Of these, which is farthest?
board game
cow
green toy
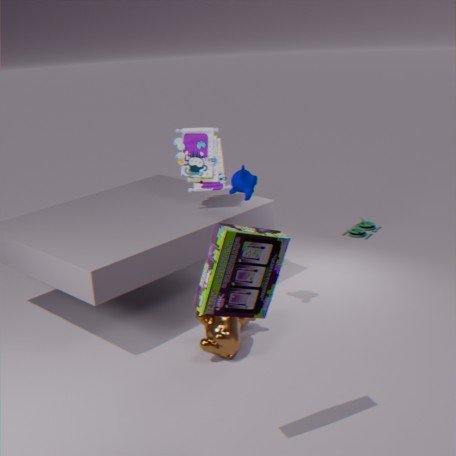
green toy
